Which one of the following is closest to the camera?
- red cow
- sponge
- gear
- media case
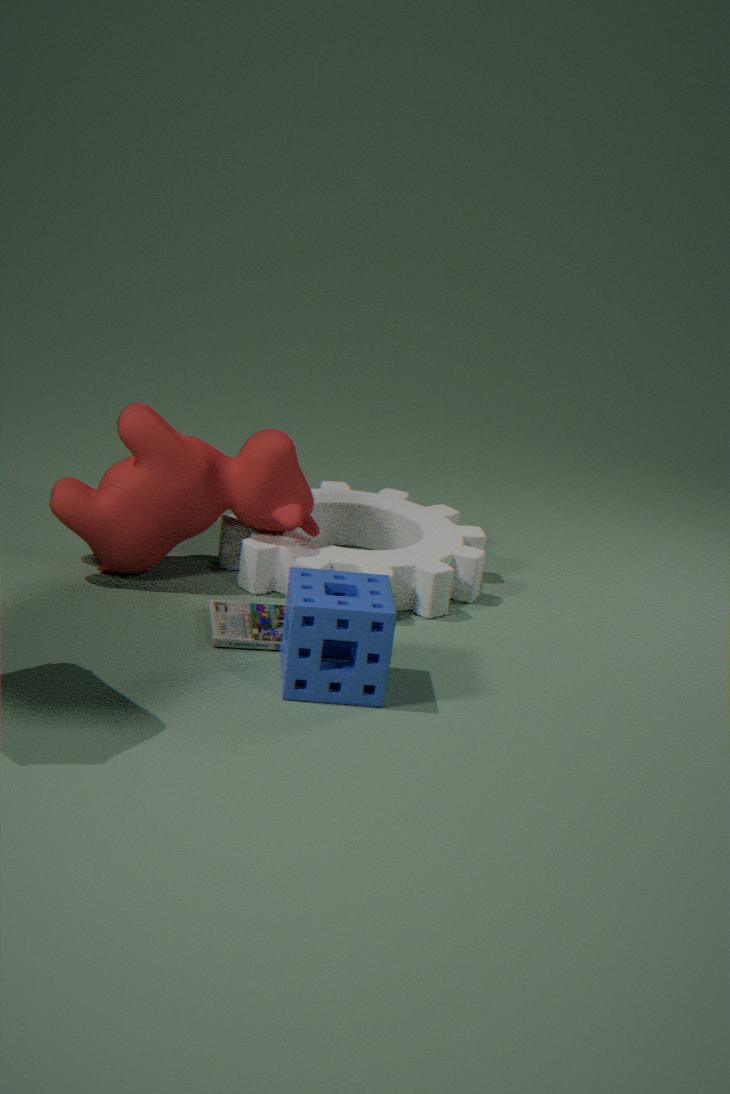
sponge
